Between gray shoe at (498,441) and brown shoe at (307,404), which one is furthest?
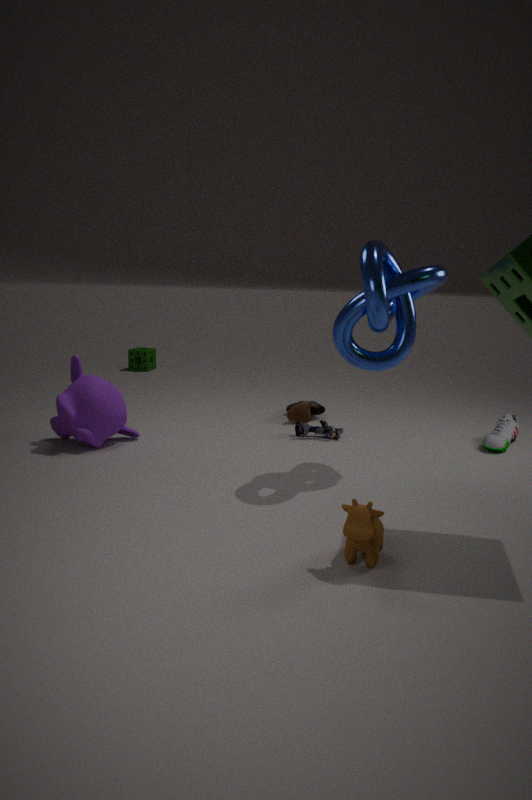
brown shoe at (307,404)
